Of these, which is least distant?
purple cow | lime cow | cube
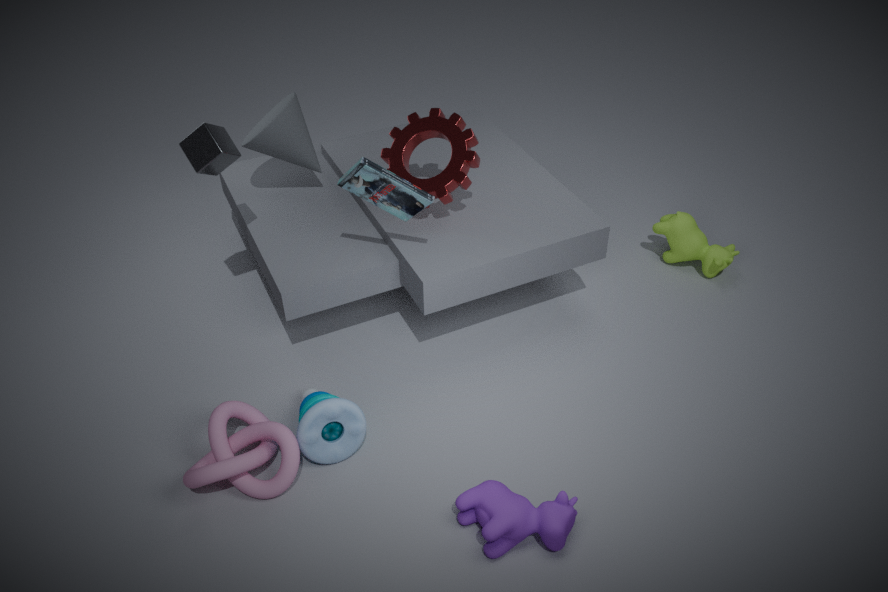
purple cow
